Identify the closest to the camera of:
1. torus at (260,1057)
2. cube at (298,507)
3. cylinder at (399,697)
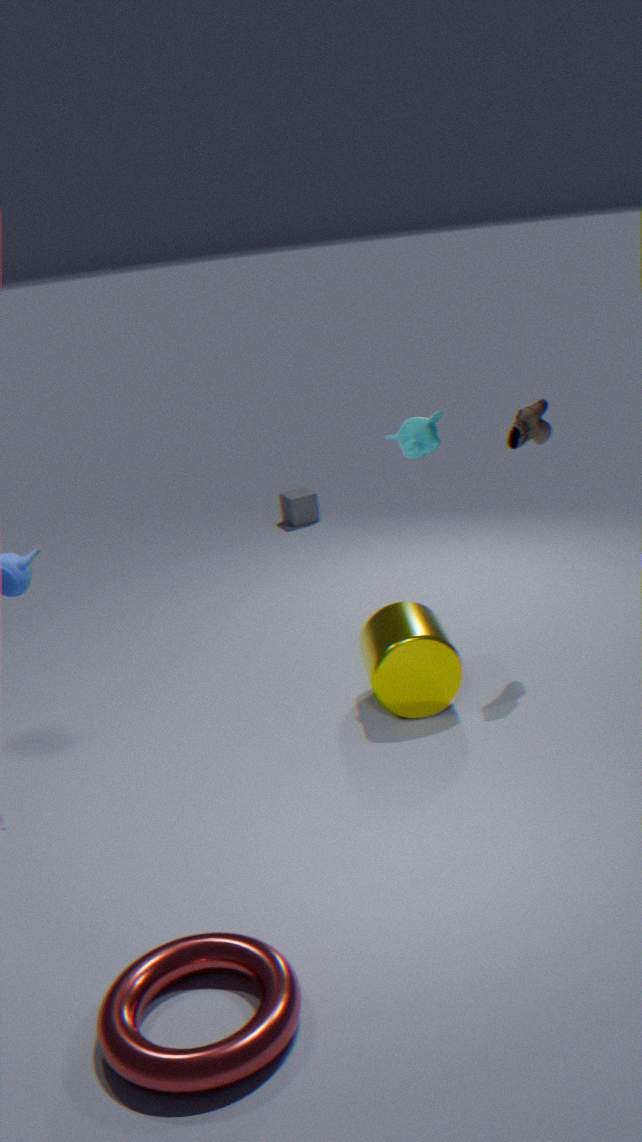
torus at (260,1057)
